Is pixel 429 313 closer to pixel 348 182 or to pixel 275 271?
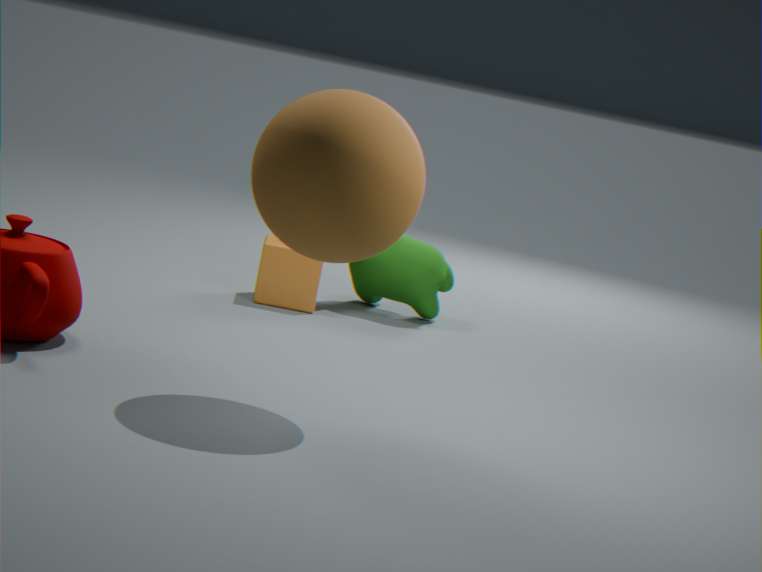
pixel 275 271
